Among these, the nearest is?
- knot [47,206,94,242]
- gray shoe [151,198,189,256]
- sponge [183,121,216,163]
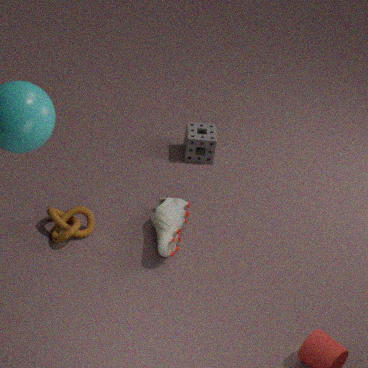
gray shoe [151,198,189,256]
